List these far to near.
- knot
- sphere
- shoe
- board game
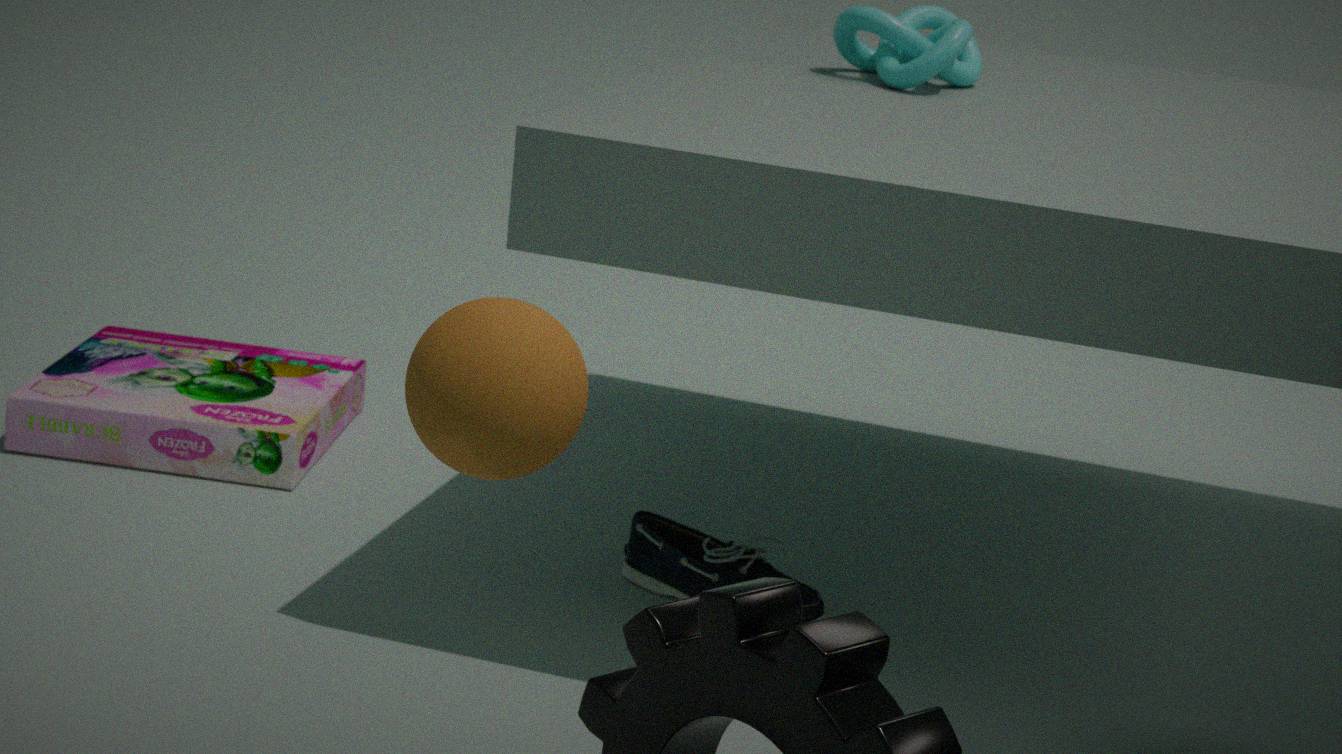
1. board game
2. knot
3. shoe
4. sphere
